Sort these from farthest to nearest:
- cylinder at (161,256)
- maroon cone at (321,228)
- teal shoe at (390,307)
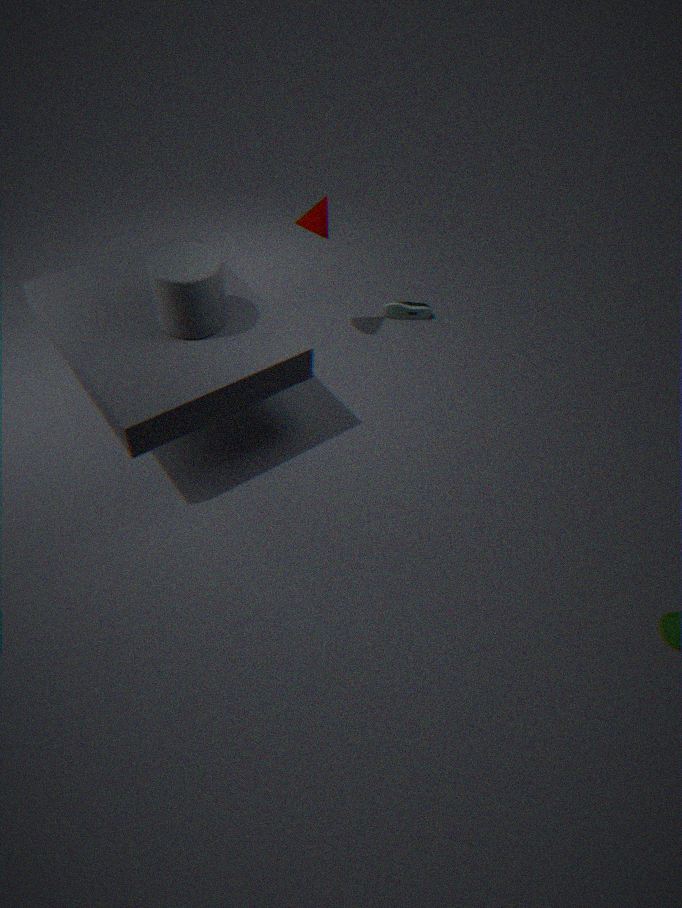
teal shoe at (390,307), maroon cone at (321,228), cylinder at (161,256)
